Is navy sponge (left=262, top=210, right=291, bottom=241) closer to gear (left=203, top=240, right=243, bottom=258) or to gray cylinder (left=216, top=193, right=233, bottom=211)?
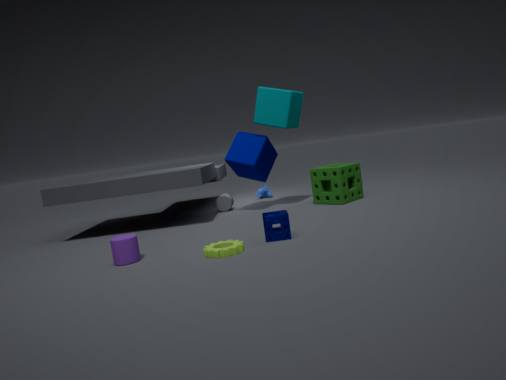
gear (left=203, top=240, right=243, bottom=258)
